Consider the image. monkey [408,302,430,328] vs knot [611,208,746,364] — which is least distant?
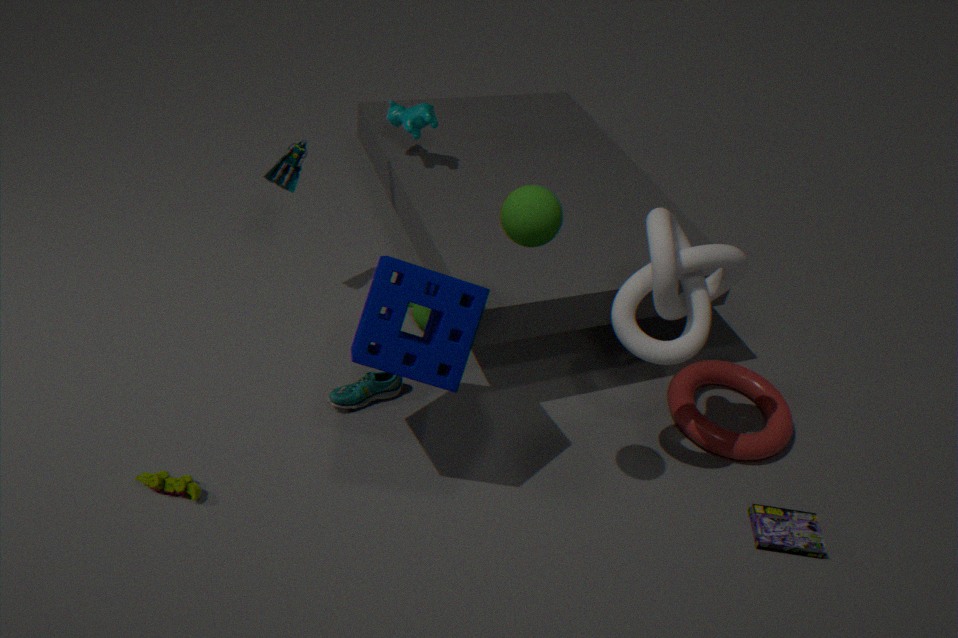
knot [611,208,746,364]
